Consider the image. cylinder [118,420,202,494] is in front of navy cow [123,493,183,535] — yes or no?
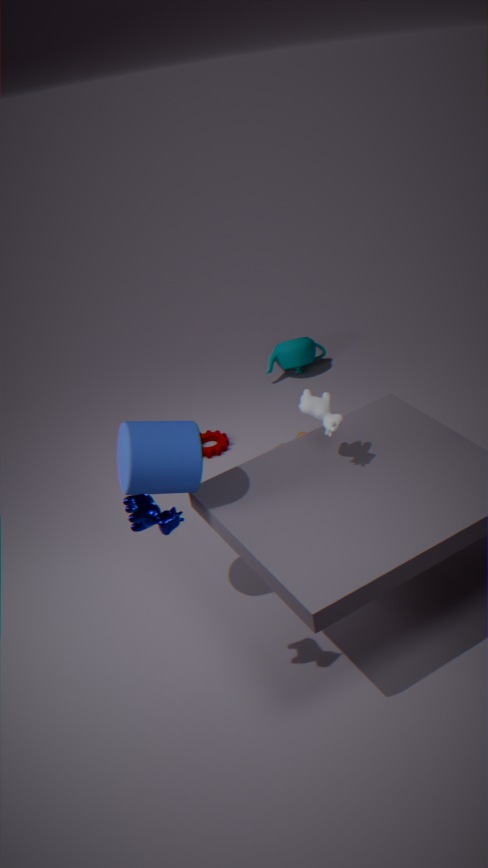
No
